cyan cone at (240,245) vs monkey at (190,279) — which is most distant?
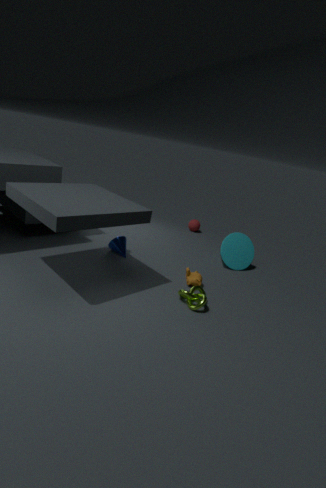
cyan cone at (240,245)
